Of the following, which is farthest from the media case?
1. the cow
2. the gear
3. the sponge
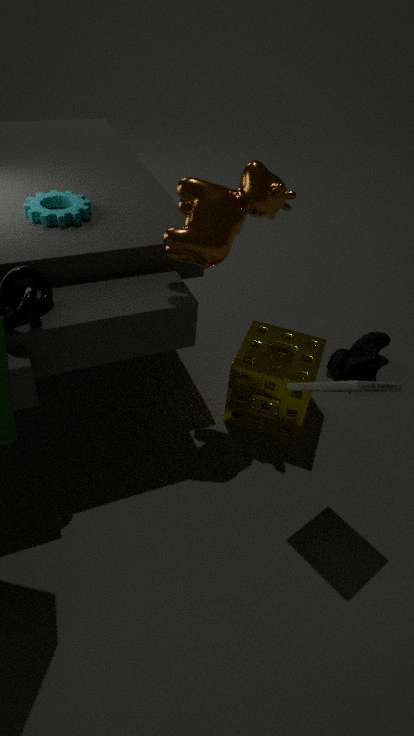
the gear
